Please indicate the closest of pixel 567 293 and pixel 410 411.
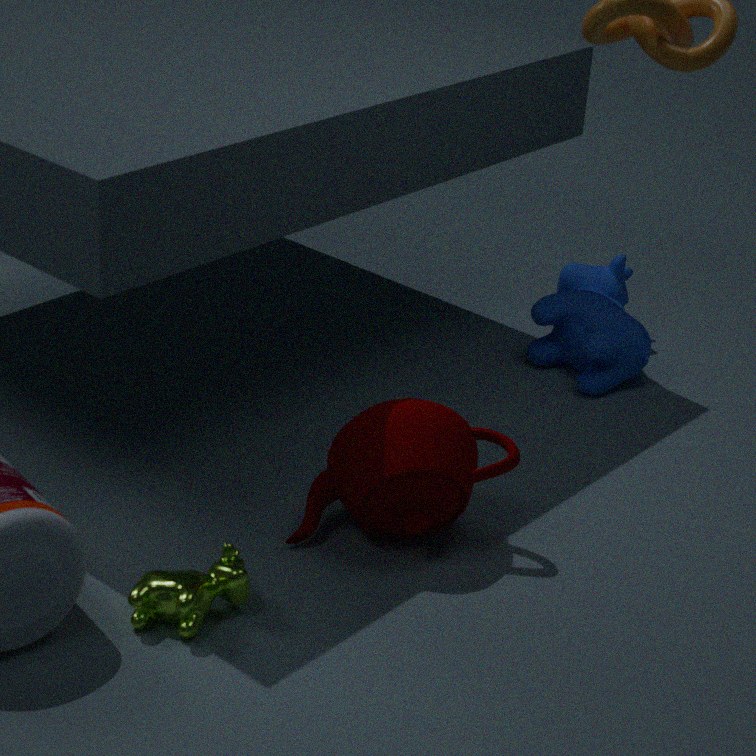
pixel 410 411
